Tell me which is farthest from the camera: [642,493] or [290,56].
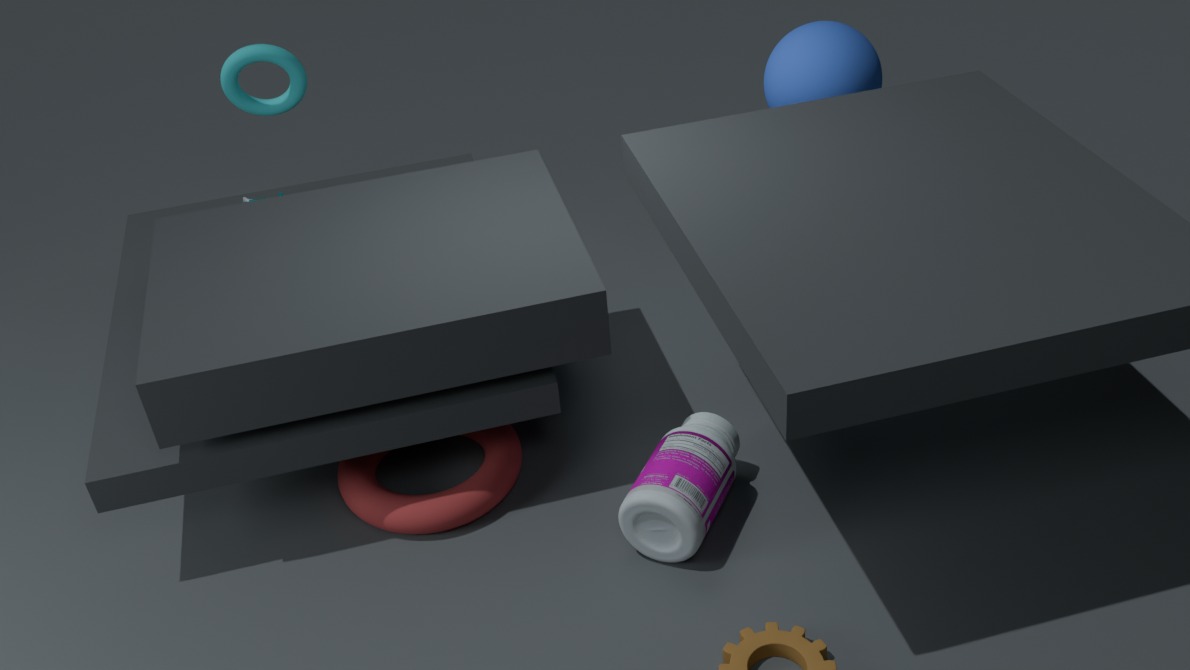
[290,56]
